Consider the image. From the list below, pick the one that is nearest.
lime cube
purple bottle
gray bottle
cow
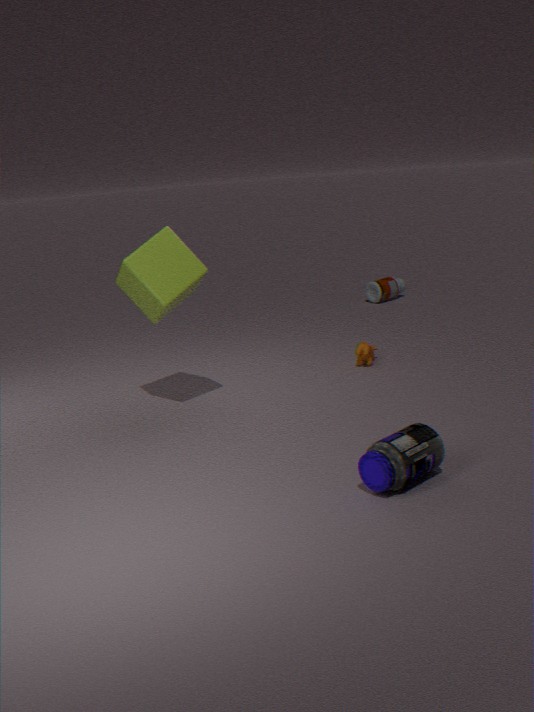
purple bottle
